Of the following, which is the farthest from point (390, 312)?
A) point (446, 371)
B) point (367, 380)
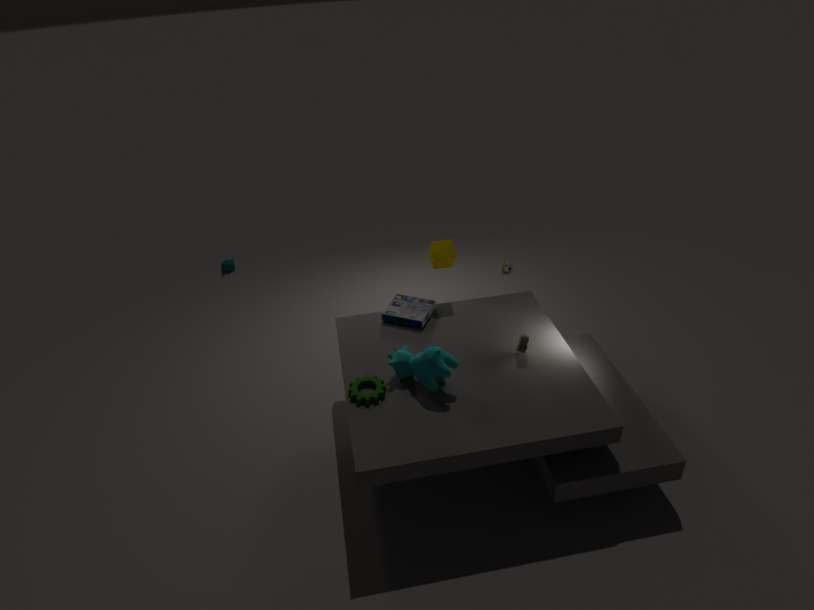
point (367, 380)
